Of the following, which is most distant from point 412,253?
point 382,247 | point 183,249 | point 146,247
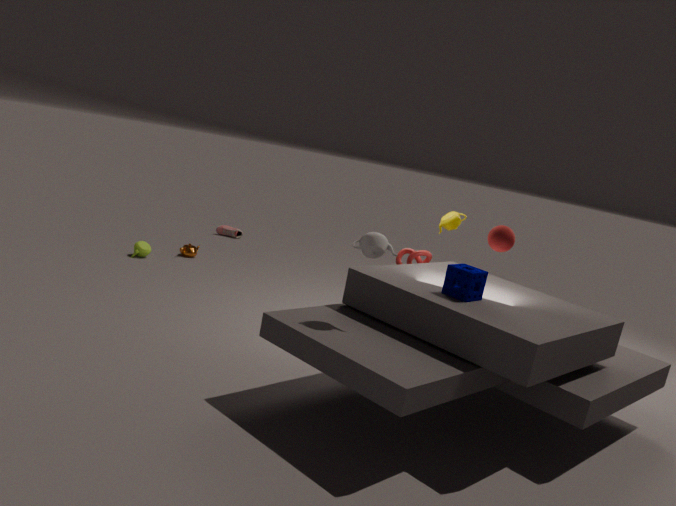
point 146,247
